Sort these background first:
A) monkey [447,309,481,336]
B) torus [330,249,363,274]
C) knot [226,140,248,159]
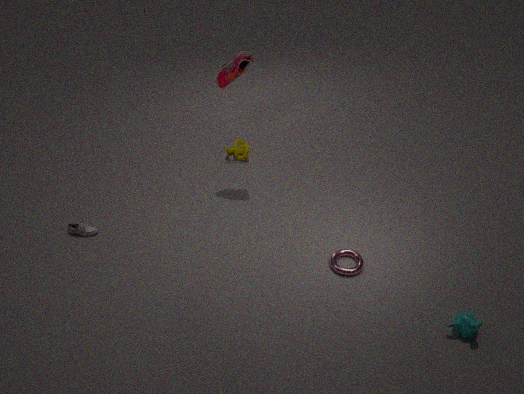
knot [226,140,248,159]
torus [330,249,363,274]
monkey [447,309,481,336]
